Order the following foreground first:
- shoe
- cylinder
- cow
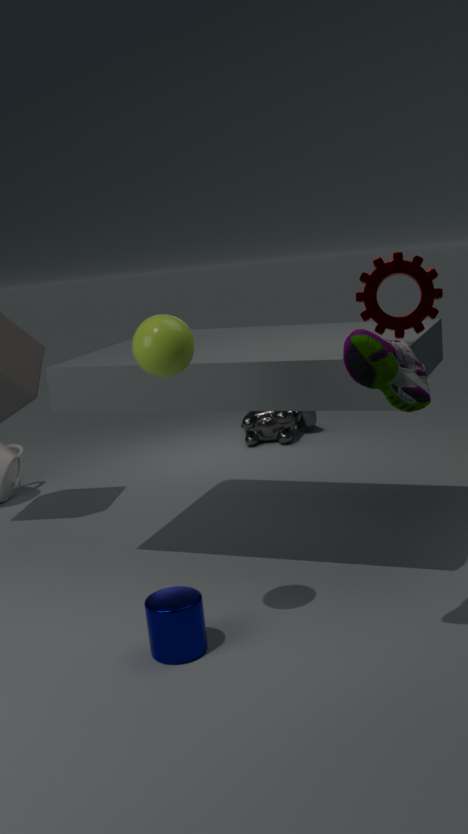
1. shoe
2. cylinder
3. cow
